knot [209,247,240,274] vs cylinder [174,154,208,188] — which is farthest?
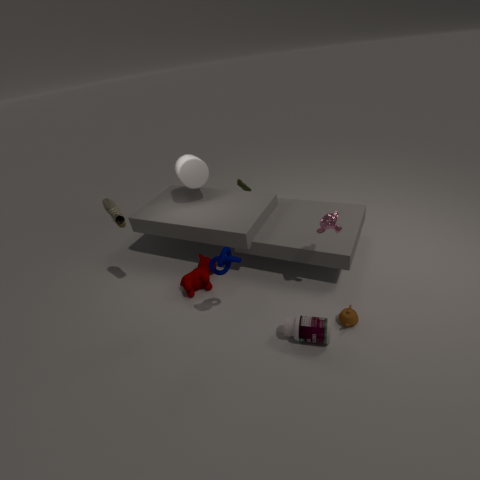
cylinder [174,154,208,188]
